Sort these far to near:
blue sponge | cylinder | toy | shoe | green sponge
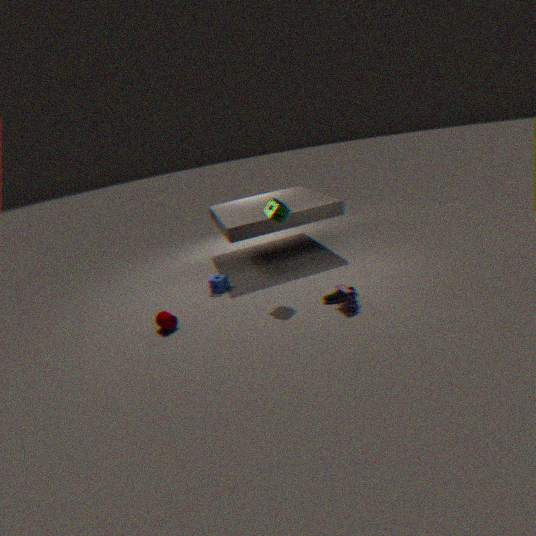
blue sponge → shoe → green sponge → cylinder → toy
